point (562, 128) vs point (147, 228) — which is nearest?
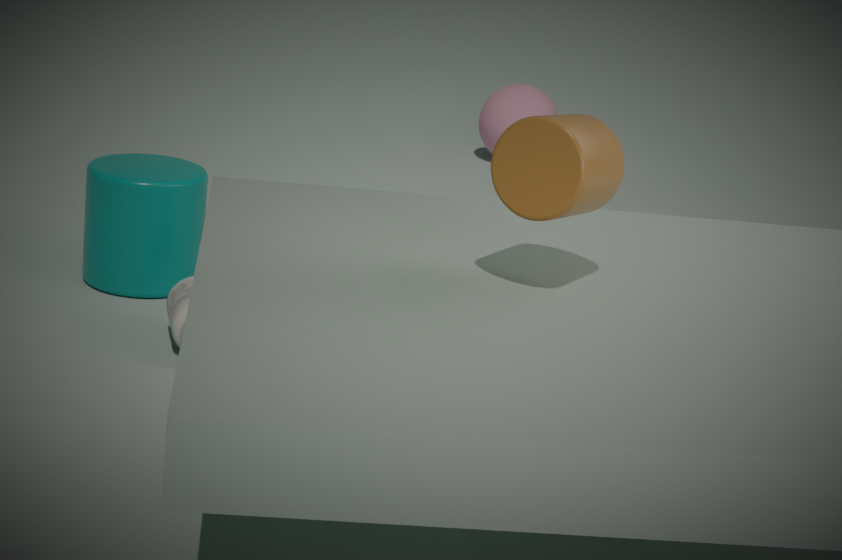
point (562, 128)
